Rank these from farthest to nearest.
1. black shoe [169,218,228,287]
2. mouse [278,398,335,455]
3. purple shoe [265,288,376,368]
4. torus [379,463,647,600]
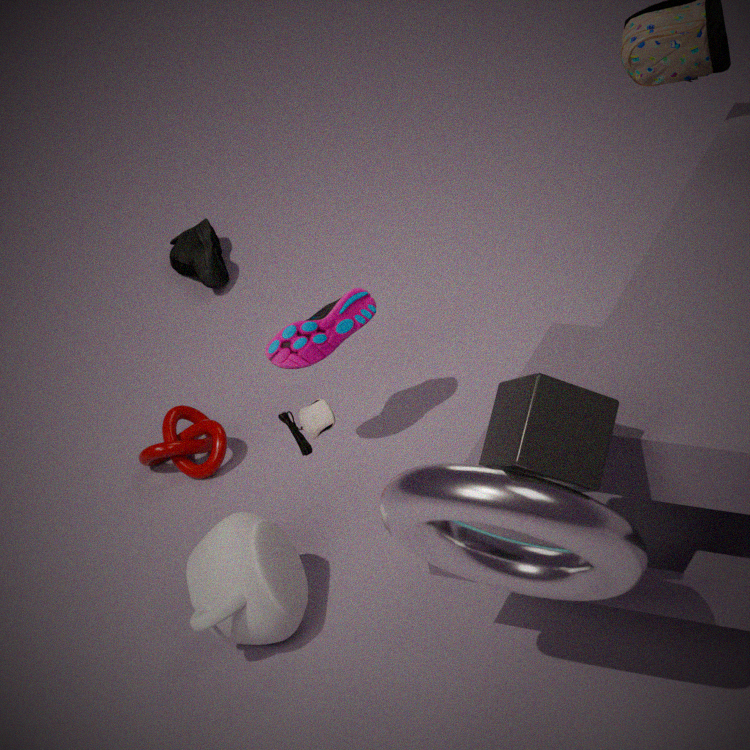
black shoe [169,218,228,287] → purple shoe [265,288,376,368] → mouse [278,398,335,455] → torus [379,463,647,600]
